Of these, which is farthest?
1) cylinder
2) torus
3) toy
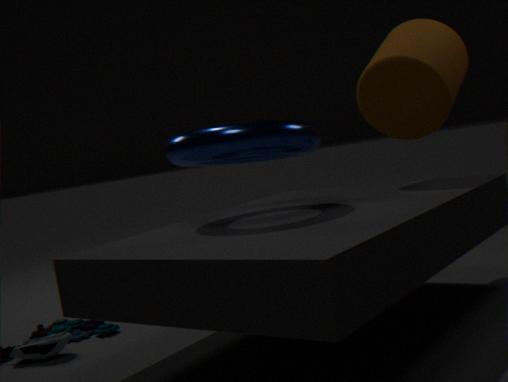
3. toy
